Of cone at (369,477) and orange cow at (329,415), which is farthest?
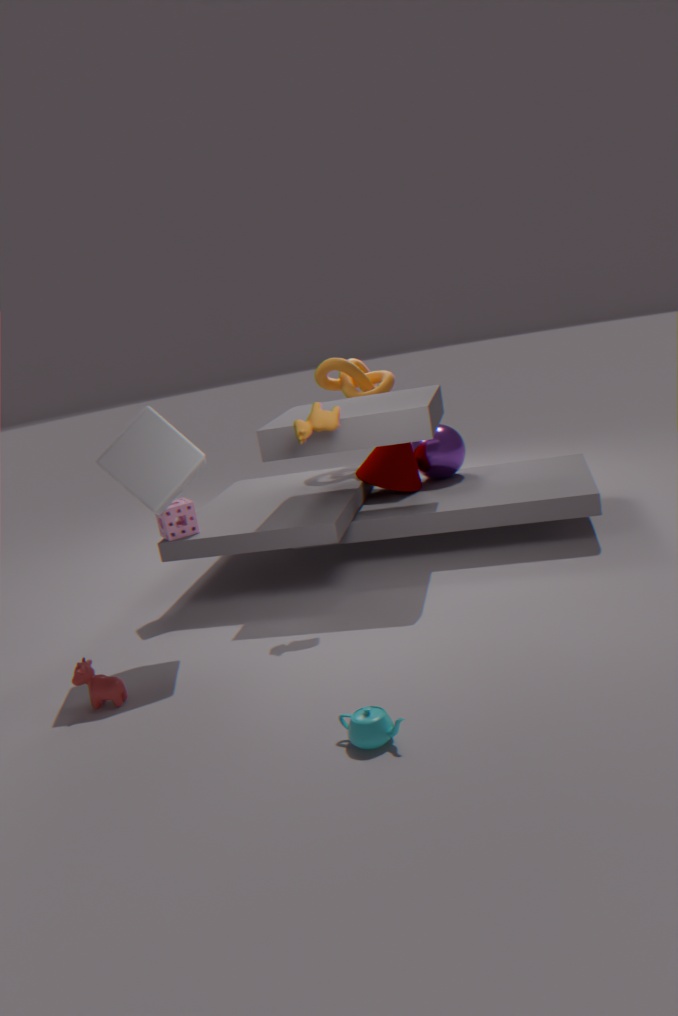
cone at (369,477)
